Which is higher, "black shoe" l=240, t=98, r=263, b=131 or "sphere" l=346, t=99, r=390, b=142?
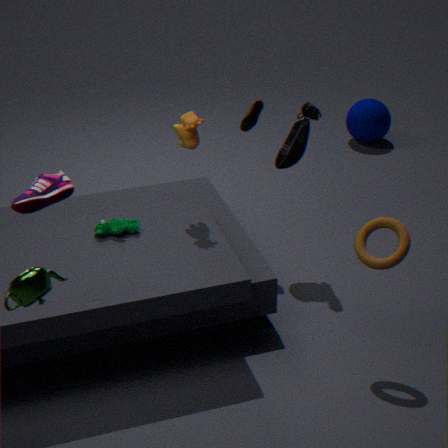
"black shoe" l=240, t=98, r=263, b=131
